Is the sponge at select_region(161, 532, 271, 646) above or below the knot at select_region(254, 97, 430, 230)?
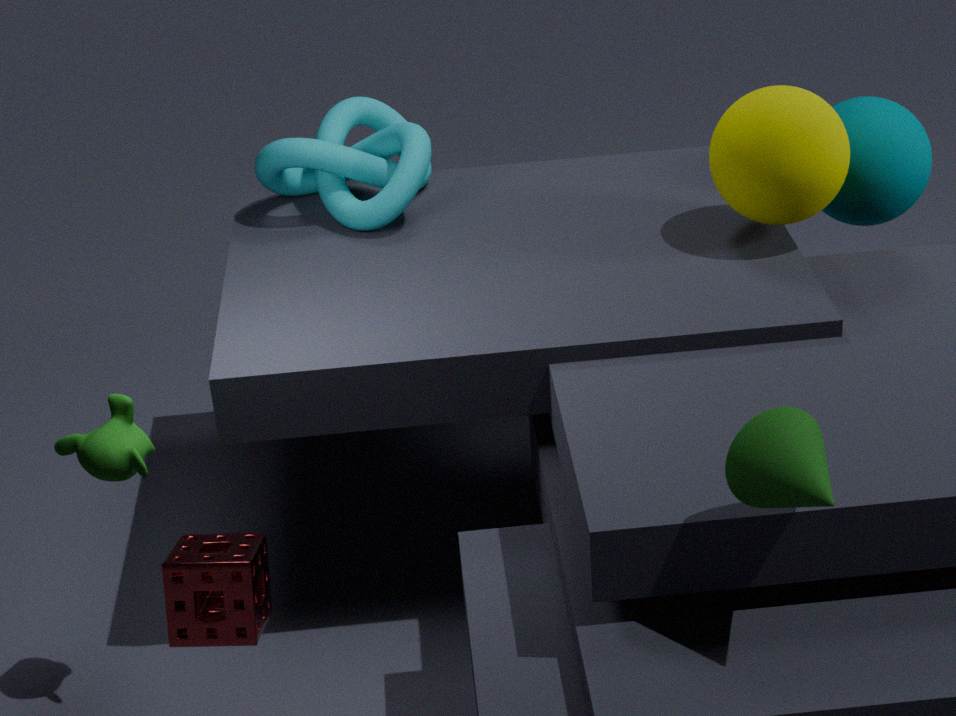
below
